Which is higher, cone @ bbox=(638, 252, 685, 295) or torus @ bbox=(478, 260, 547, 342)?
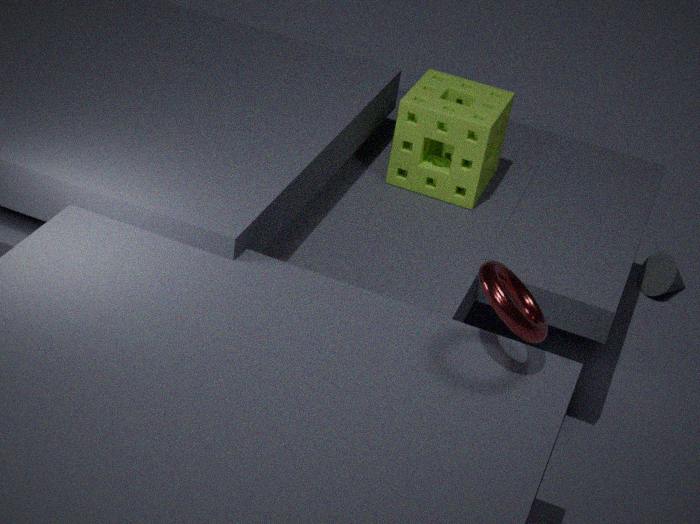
torus @ bbox=(478, 260, 547, 342)
